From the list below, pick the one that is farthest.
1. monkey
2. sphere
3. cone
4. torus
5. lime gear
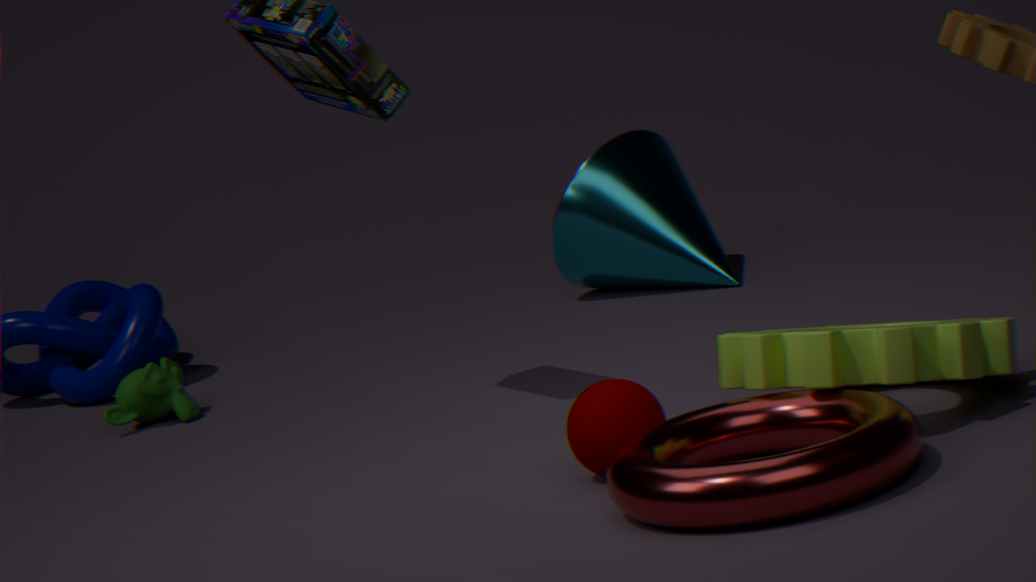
cone
